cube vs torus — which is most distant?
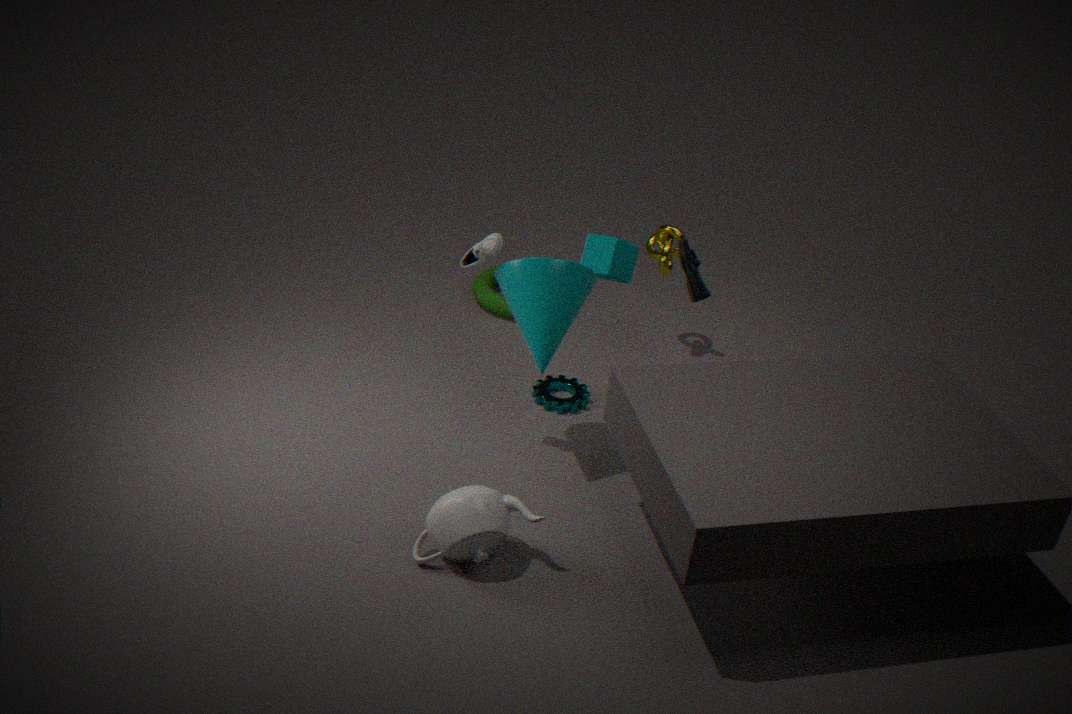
torus
